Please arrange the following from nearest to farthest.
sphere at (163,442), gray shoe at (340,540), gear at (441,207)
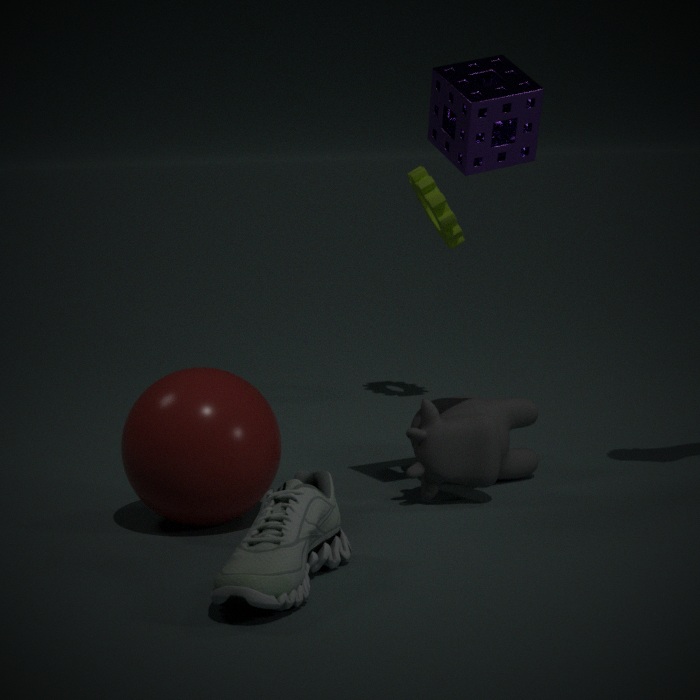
gray shoe at (340,540)
sphere at (163,442)
gear at (441,207)
